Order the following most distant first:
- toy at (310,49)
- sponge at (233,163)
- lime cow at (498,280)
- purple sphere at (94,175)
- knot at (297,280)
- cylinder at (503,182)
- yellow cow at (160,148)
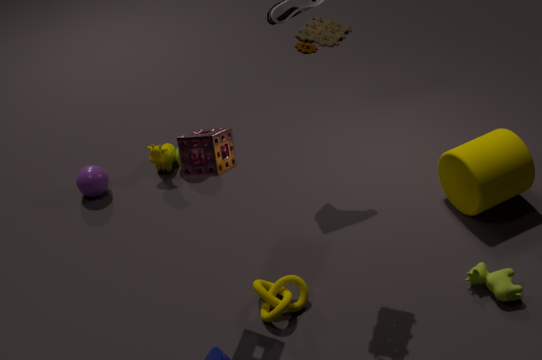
A: yellow cow at (160,148)
purple sphere at (94,175)
cylinder at (503,182)
lime cow at (498,280)
knot at (297,280)
sponge at (233,163)
toy at (310,49)
